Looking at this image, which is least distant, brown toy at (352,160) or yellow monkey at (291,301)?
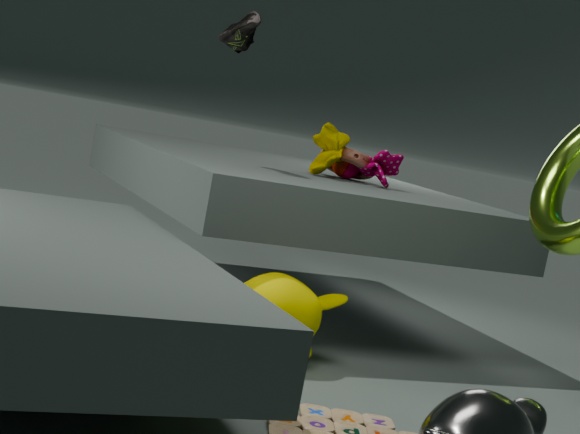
yellow monkey at (291,301)
